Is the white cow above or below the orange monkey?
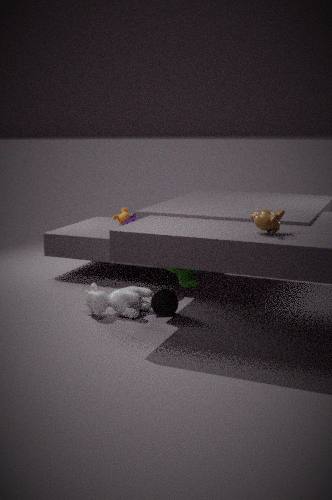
below
